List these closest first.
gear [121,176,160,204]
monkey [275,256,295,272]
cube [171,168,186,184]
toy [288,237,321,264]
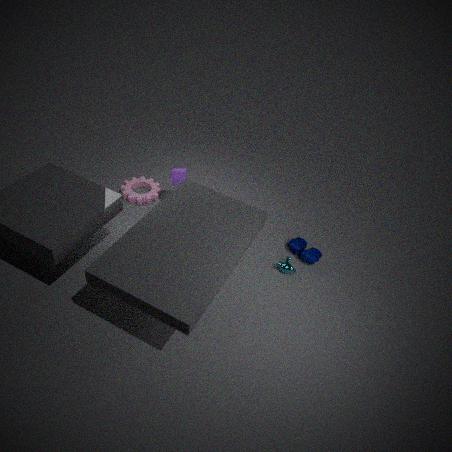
monkey [275,256,295,272], toy [288,237,321,264], cube [171,168,186,184], gear [121,176,160,204]
